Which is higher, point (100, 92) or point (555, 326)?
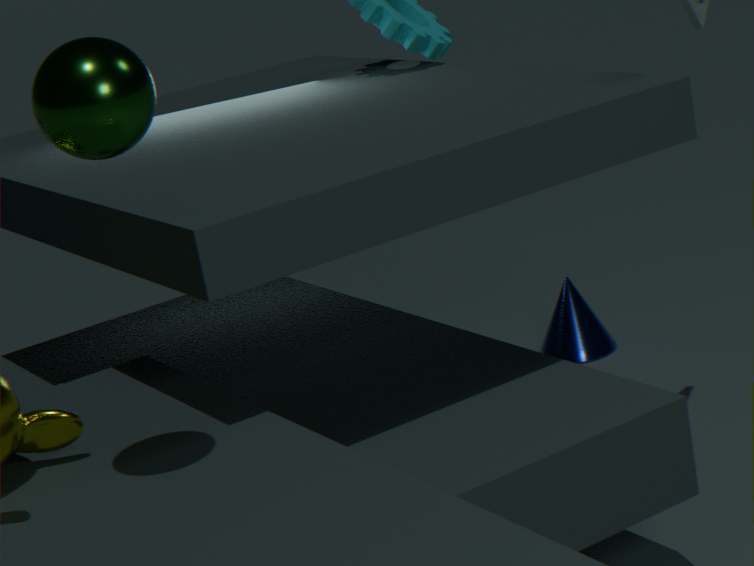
point (100, 92)
